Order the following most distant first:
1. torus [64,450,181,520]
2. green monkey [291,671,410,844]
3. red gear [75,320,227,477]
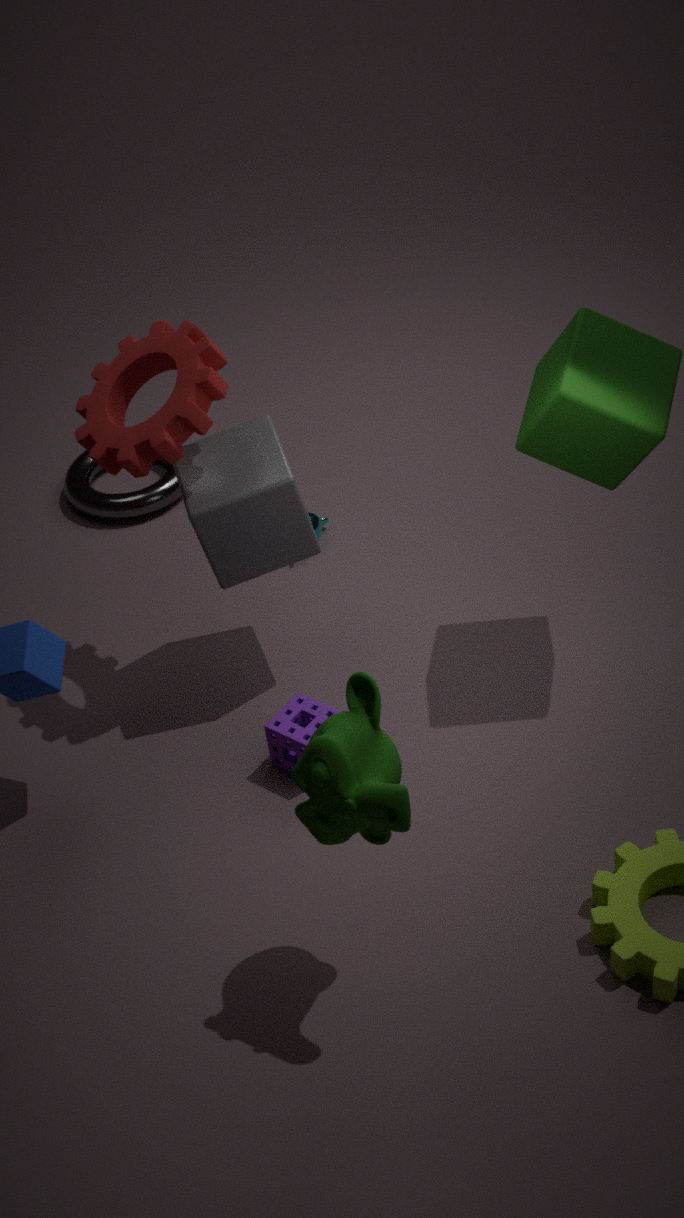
torus [64,450,181,520]
red gear [75,320,227,477]
green monkey [291,671,410,844]
